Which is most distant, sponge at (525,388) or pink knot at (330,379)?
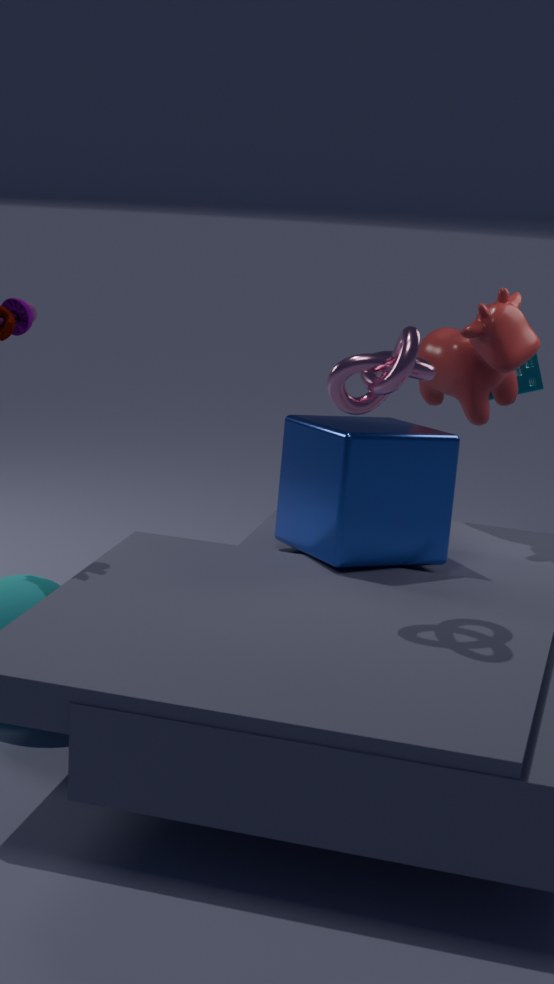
sponge at (525,388)
